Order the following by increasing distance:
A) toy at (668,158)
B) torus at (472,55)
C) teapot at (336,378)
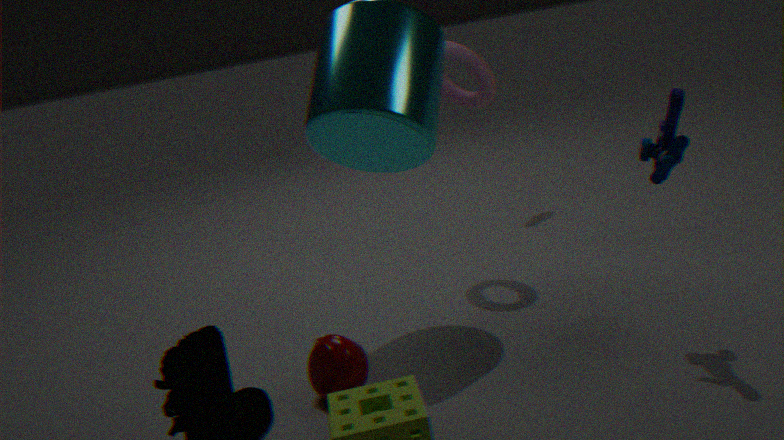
1. toy at (668,158)
2. teapot at (336,378)
3. torus at (472,55)
